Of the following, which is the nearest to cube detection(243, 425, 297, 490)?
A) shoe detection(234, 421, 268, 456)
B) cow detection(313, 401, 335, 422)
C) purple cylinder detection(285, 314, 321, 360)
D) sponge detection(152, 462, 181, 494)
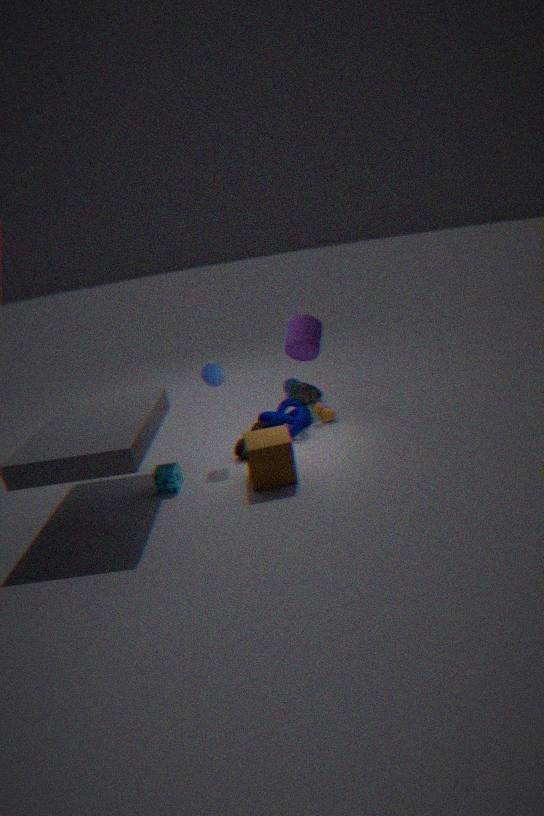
shoe detection(234, 421, 268, 456)
